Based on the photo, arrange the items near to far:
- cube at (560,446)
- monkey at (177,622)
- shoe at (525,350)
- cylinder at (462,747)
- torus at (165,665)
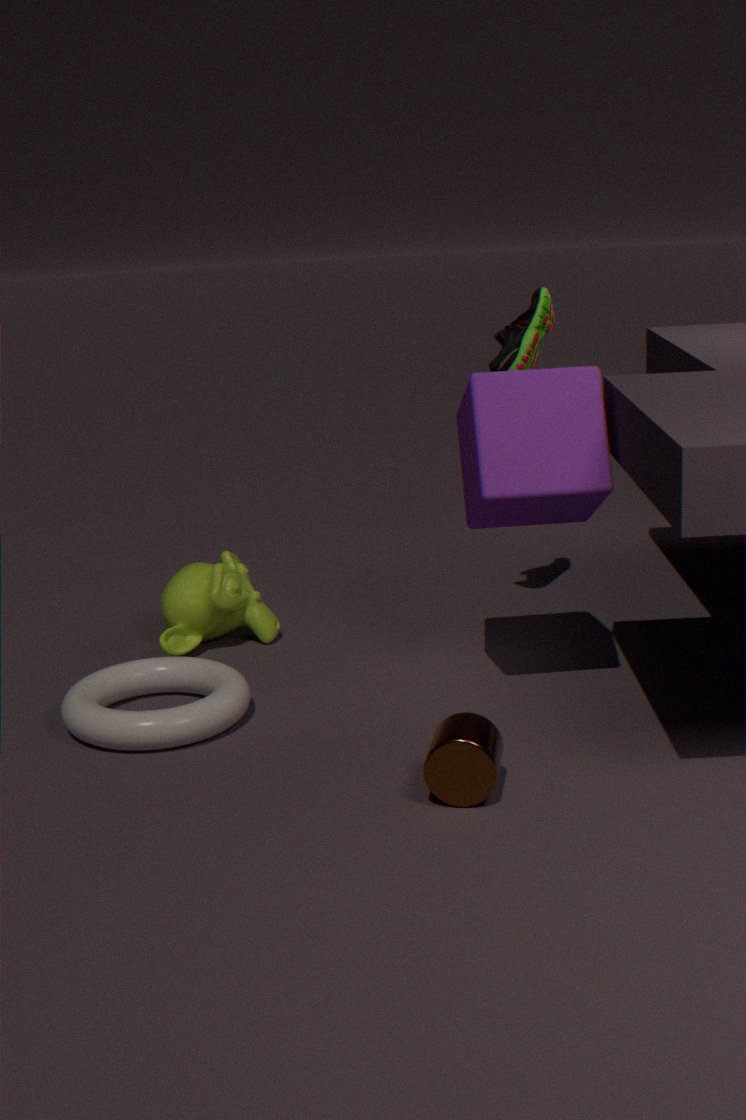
cylinder at (462,747) → cube at (560,446) → torus at (165,665) → shoe at (525,350) → monkey at (177,622)
